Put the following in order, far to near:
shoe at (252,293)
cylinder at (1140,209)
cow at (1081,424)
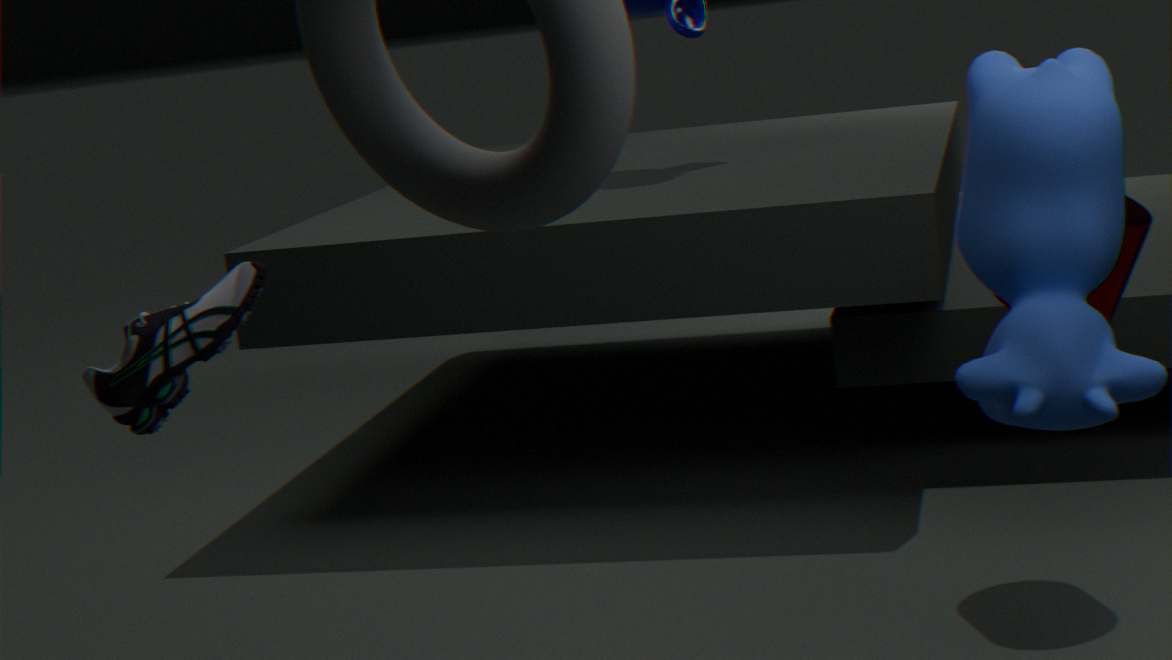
cylinder at (1140,209)
shoe at (252,293)
cow at (1081,424)
